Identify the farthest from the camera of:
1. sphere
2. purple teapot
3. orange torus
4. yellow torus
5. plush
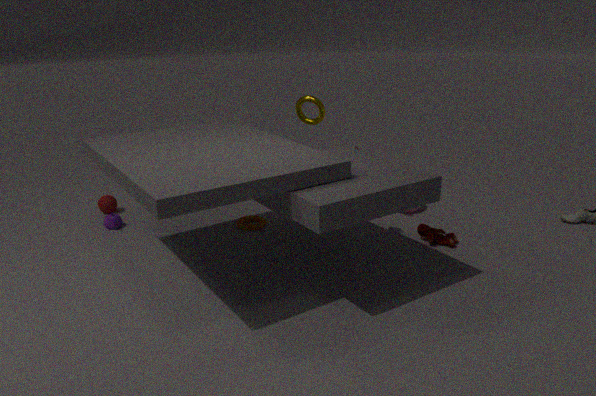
sphere
